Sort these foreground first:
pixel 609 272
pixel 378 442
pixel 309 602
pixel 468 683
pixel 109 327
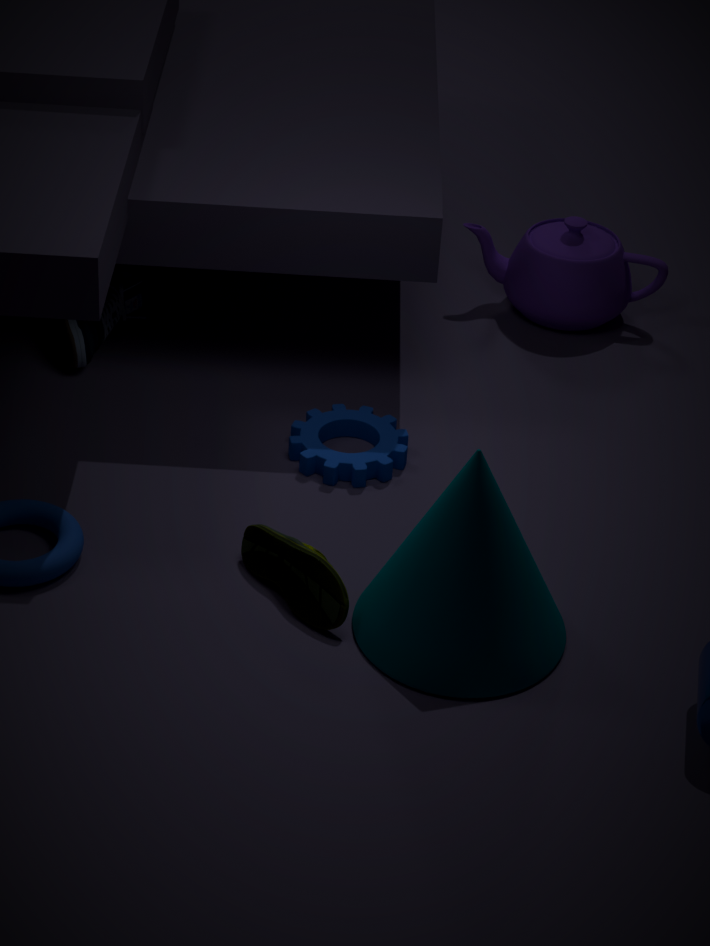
pixel 468 683 < pixel 309 602 < pixel 378 442 < pixel 109 327 < pixel 609 272
